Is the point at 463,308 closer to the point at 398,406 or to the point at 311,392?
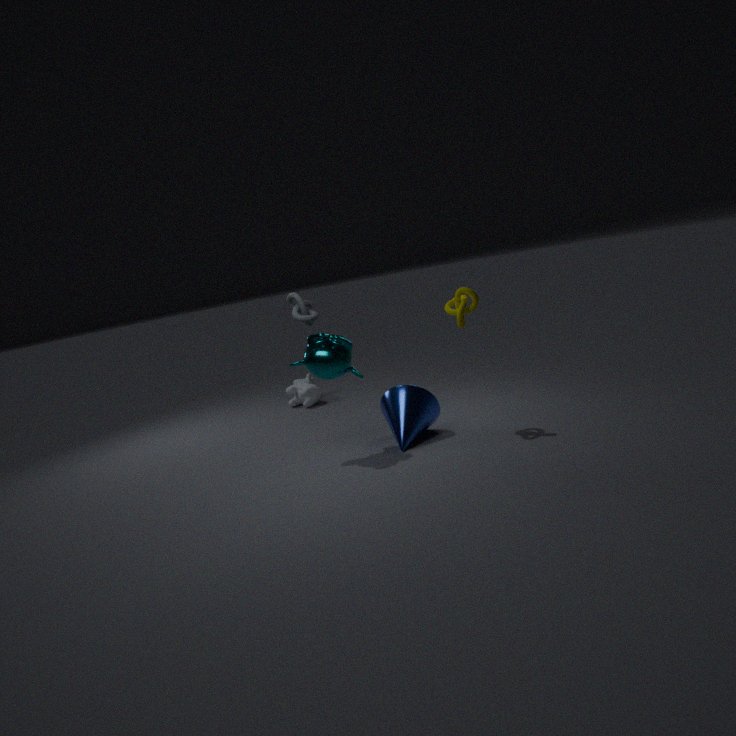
the point at 398,406
